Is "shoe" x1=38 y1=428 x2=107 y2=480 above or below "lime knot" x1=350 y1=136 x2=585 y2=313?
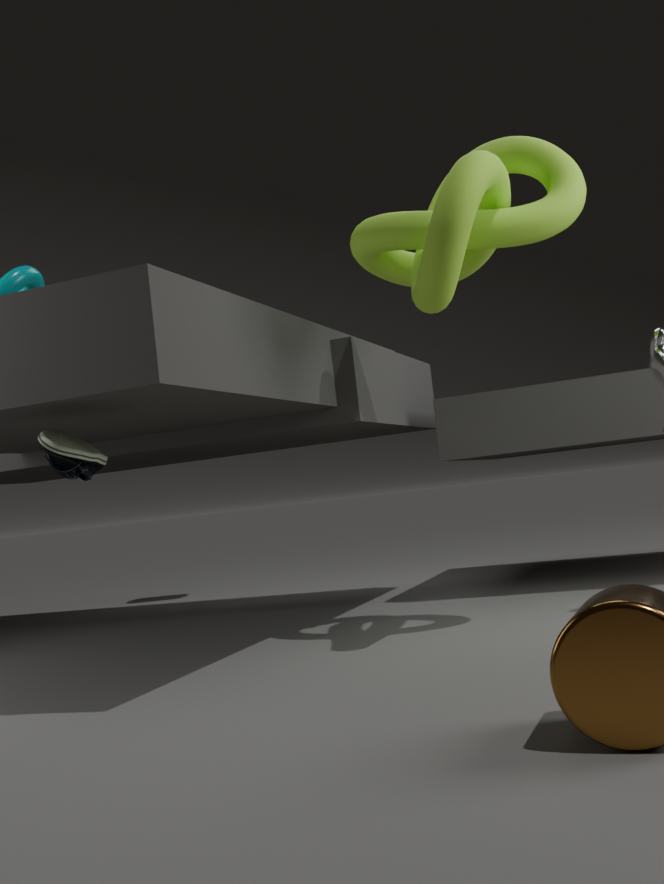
below
